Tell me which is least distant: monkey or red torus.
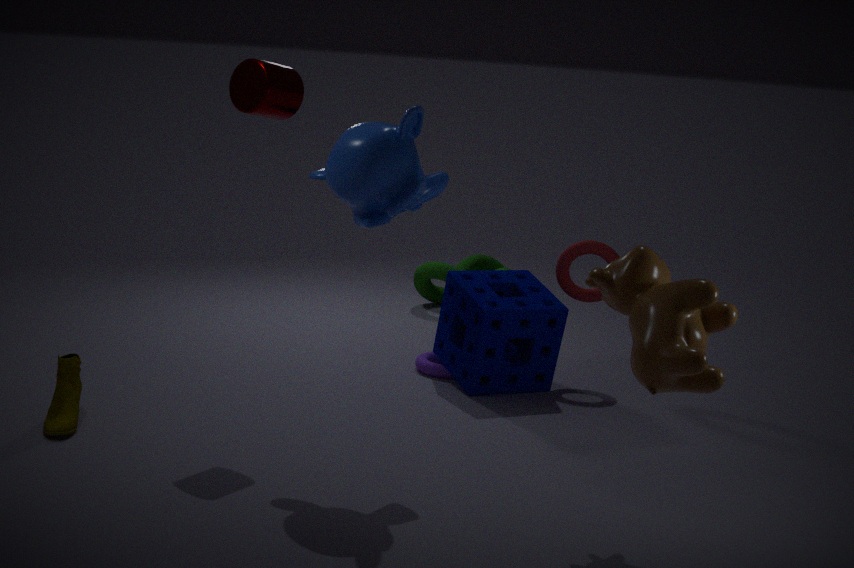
monkey
